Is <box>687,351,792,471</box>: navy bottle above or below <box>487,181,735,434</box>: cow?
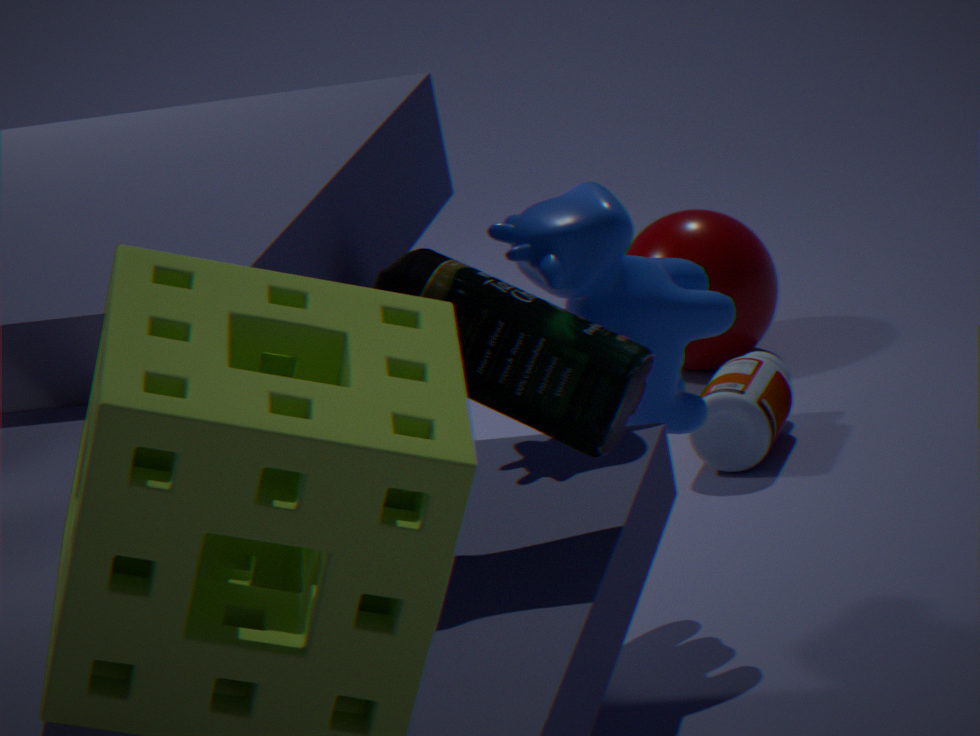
below
